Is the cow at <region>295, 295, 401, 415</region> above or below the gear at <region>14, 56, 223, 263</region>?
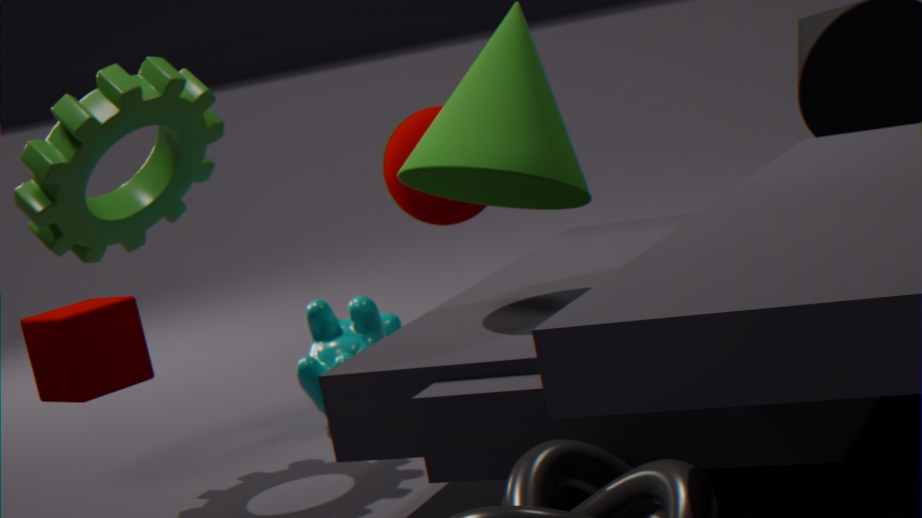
below
